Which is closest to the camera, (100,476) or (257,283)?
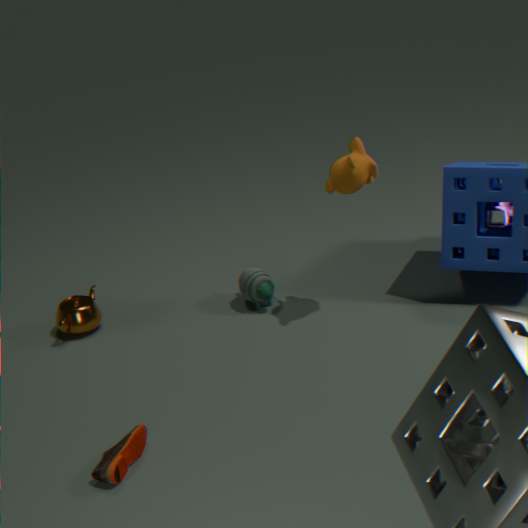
(100,476)
